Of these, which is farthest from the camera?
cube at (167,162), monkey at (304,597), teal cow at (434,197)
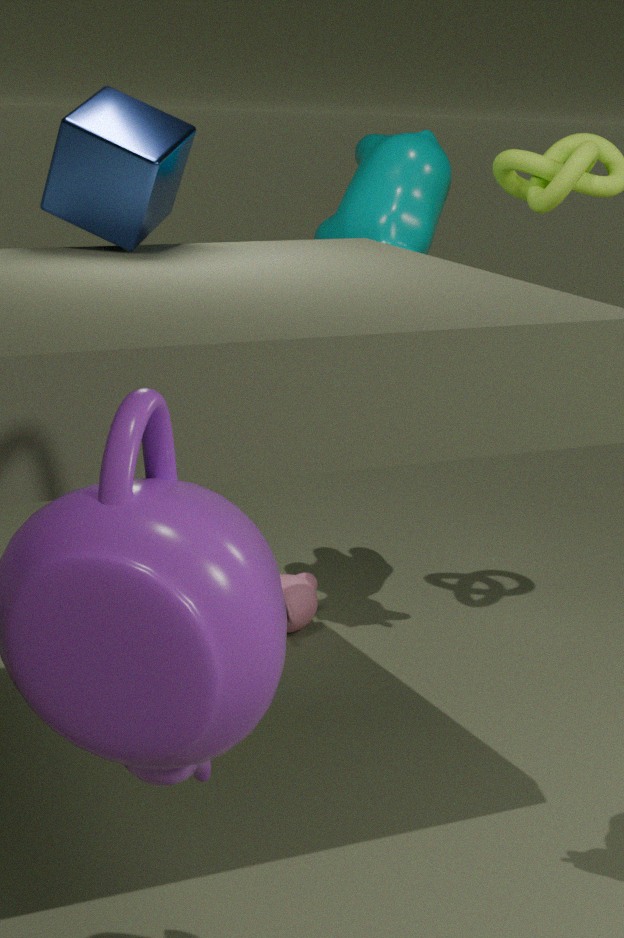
monkey at (304,597)
